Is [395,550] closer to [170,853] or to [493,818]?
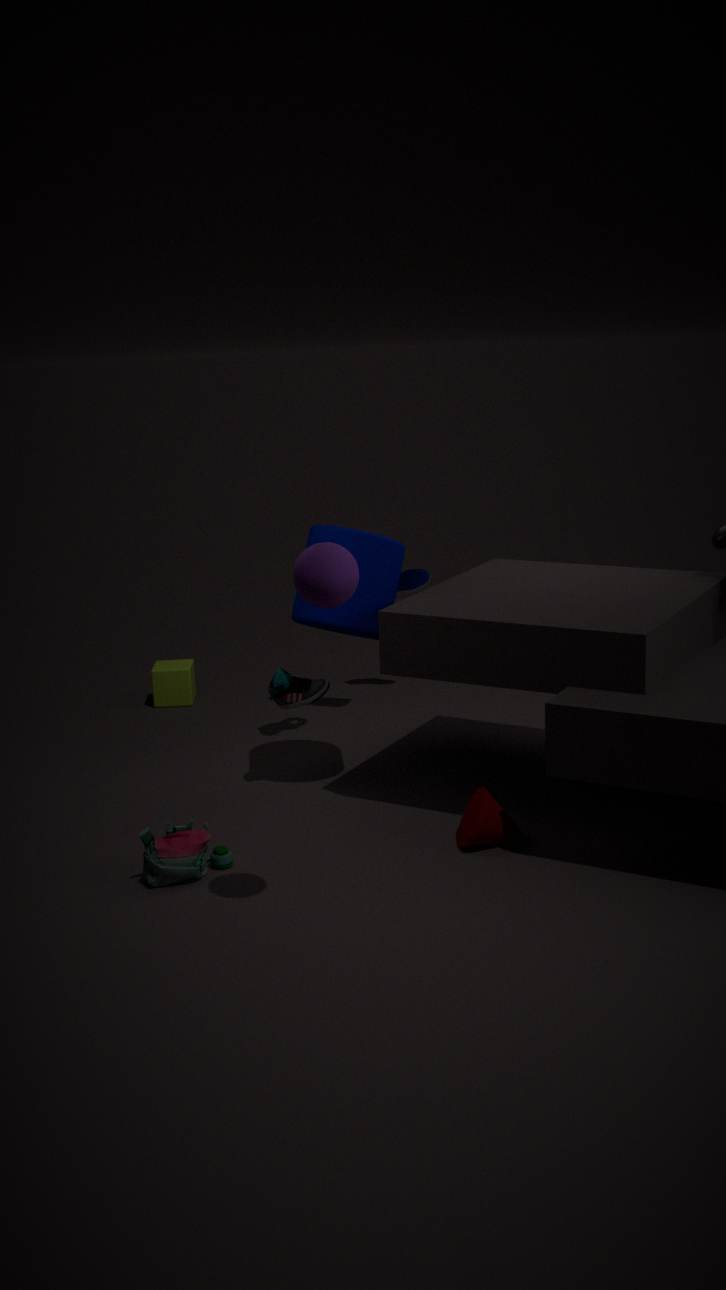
[493,818]
